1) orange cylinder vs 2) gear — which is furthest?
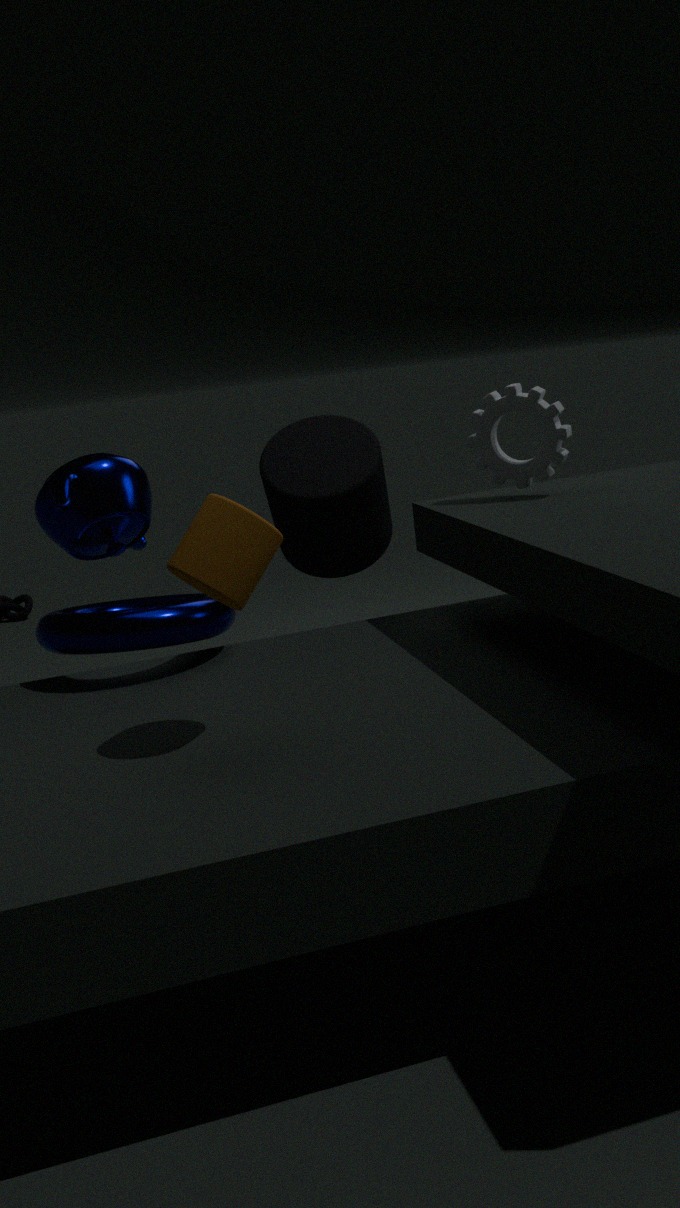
2. gear
